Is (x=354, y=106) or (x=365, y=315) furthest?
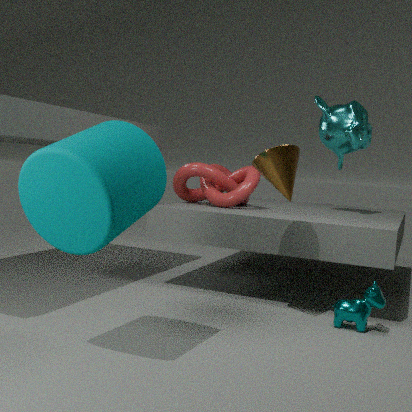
(x=354, y=106)
